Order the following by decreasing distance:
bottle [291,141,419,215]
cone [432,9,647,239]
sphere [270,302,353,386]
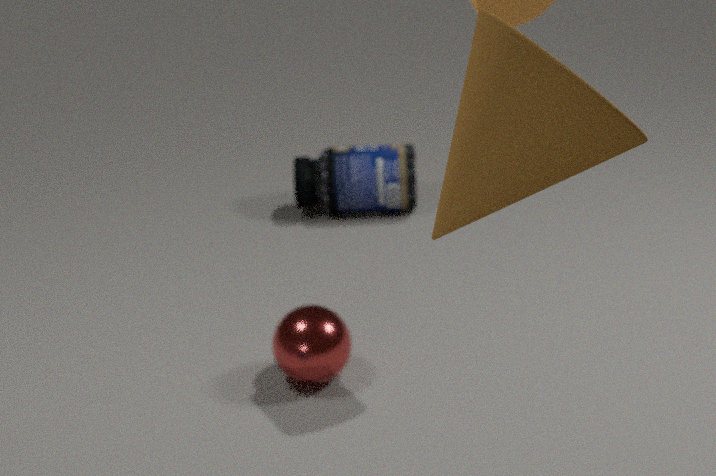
bottle [291,141,419,215]
sphere [270,302,353,386]
cone [432,9,647,239]
